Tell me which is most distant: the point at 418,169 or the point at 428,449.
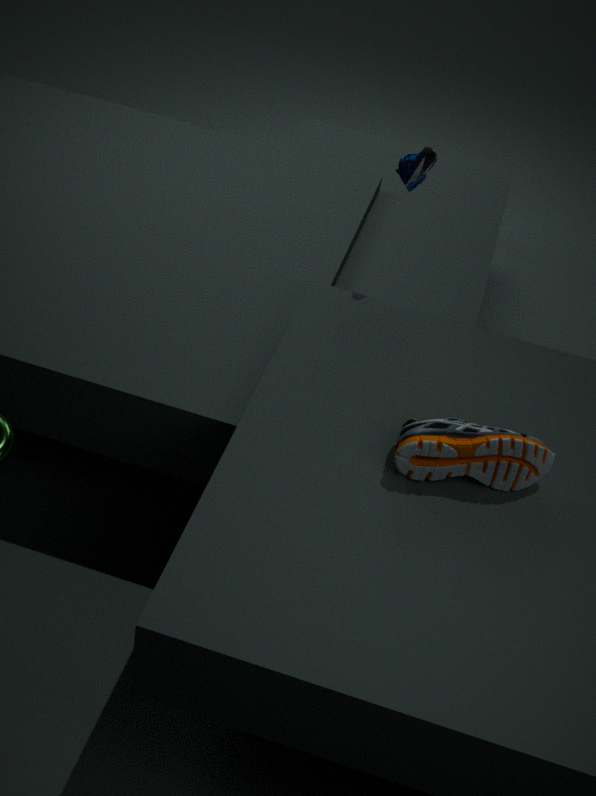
the point at 418,169
